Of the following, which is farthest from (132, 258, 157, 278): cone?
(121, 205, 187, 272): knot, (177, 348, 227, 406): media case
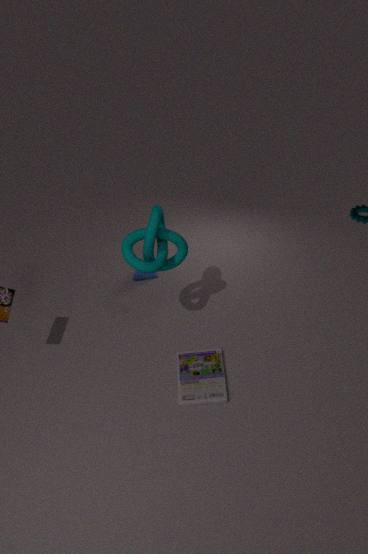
(177, 348, 227, 406): media case
